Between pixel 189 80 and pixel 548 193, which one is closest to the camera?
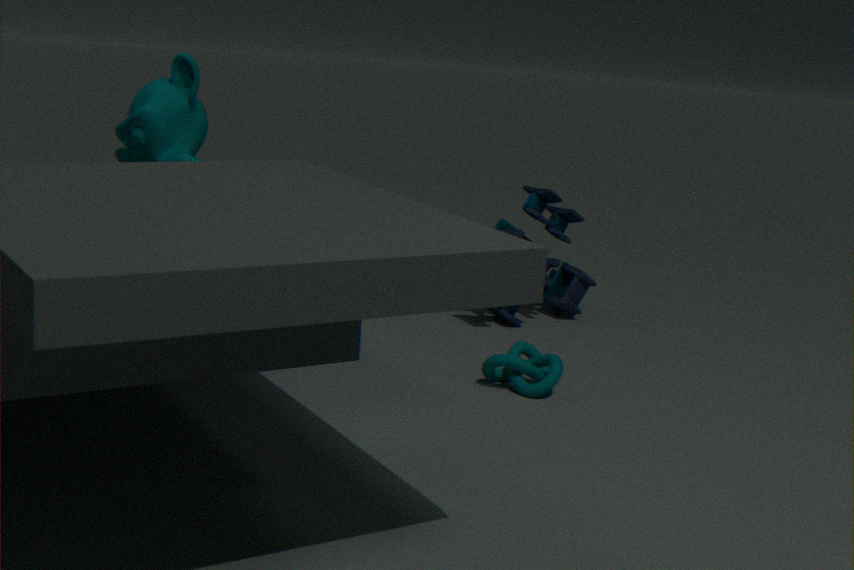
pixel 189 80
